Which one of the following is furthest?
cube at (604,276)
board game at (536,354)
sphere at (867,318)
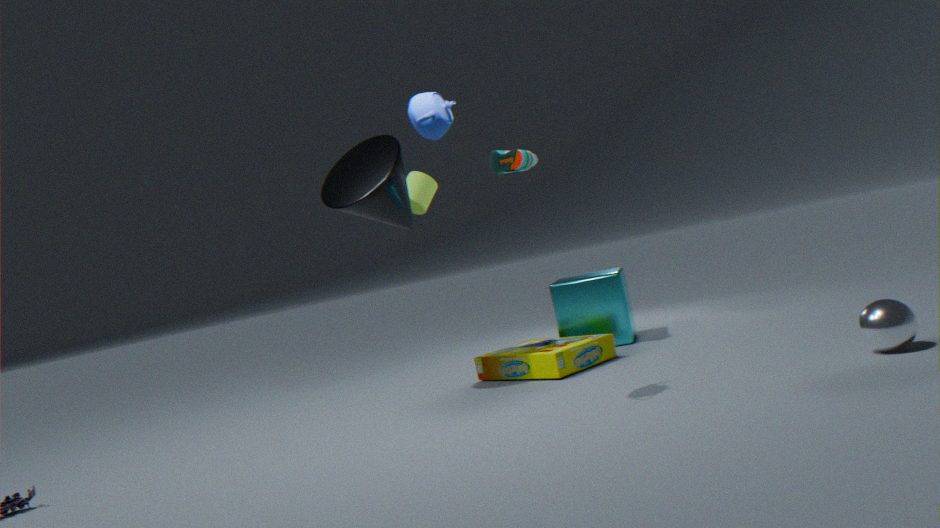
cube at (604,276)
